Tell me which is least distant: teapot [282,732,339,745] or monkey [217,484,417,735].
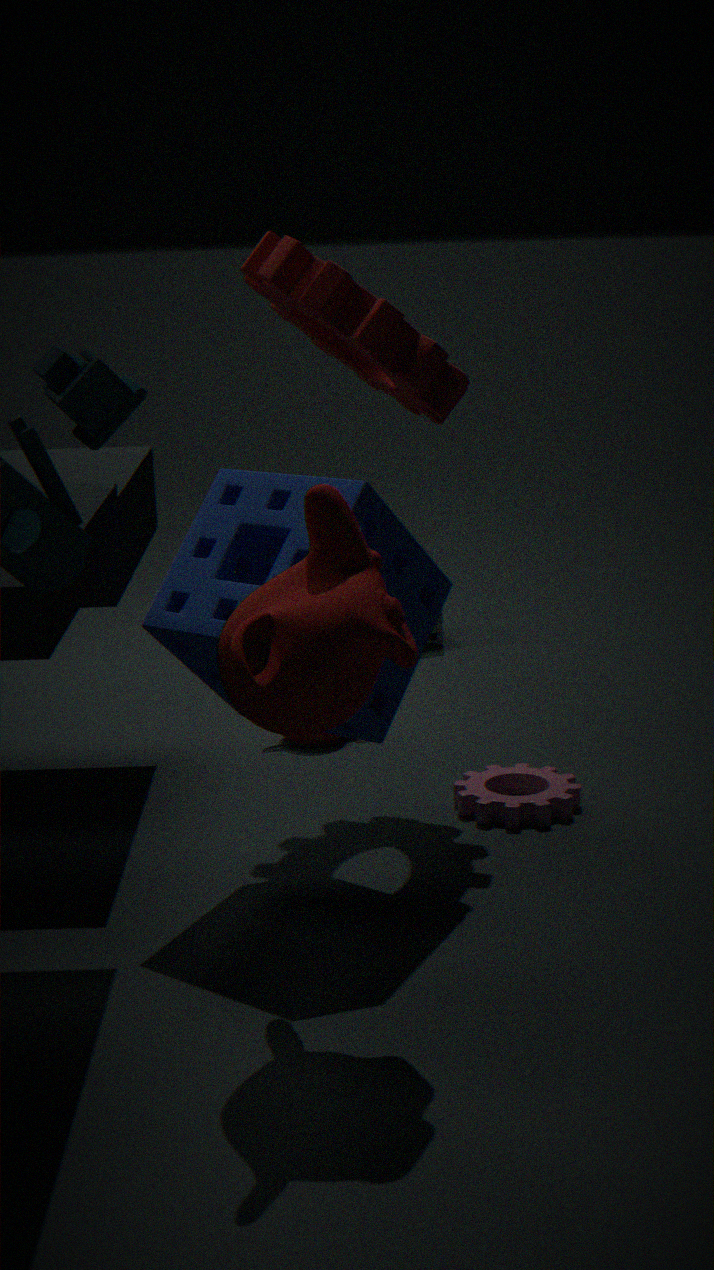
monkey [217,484,417,735]
